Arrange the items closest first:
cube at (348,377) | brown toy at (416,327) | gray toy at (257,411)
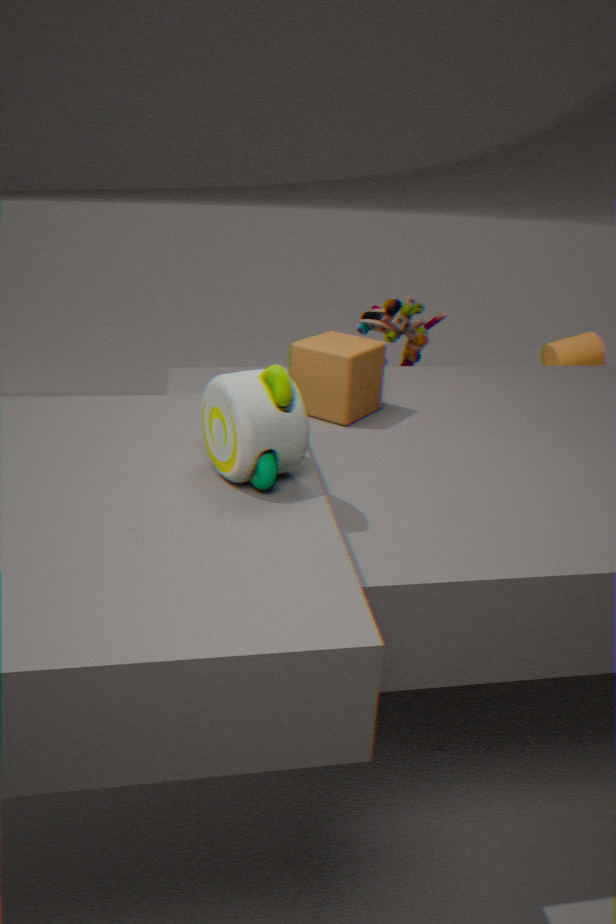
gray toy at (257,411) → cube at (348,377) → brown toy at (416,327)
